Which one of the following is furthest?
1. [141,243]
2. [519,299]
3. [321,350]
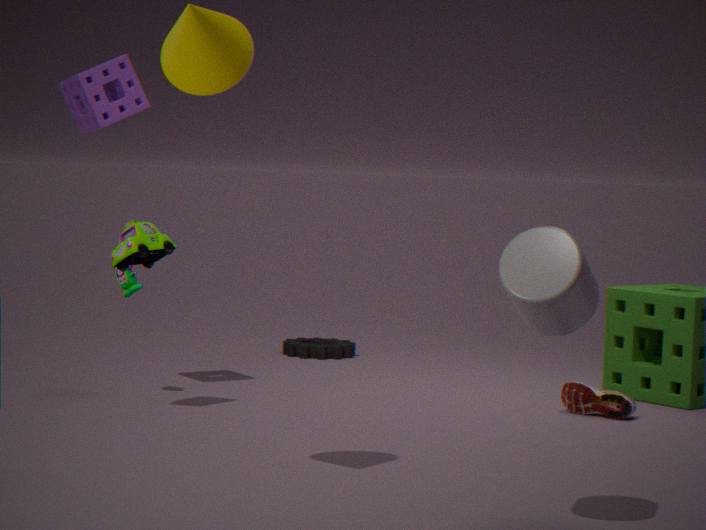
[321,350]
